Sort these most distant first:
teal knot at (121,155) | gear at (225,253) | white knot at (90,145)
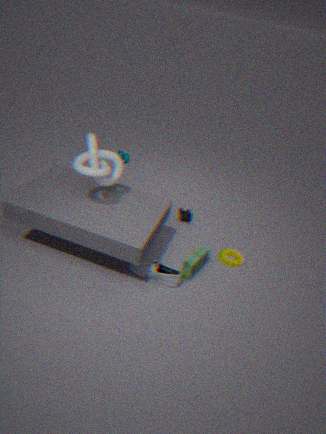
teal knot at (121,155) < gear at (225,253) < white knot at (90,145)
